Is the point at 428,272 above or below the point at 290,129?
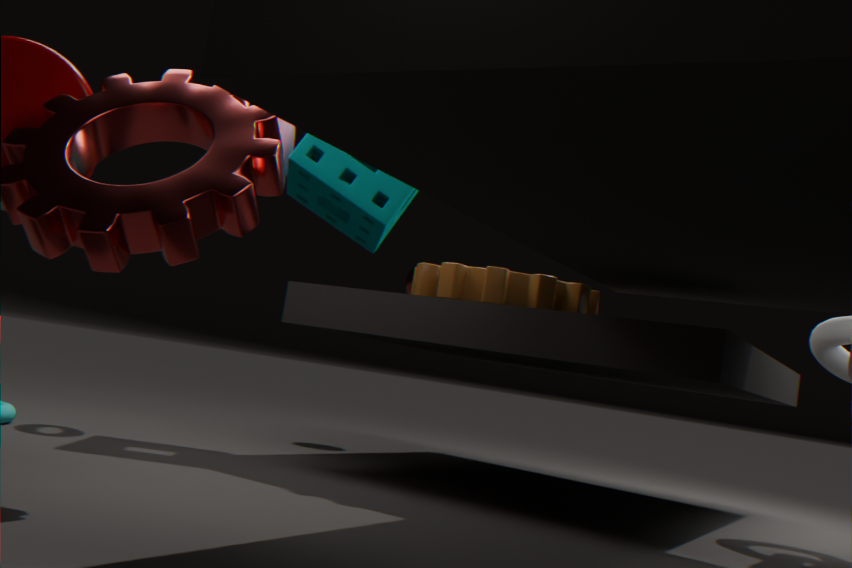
below
